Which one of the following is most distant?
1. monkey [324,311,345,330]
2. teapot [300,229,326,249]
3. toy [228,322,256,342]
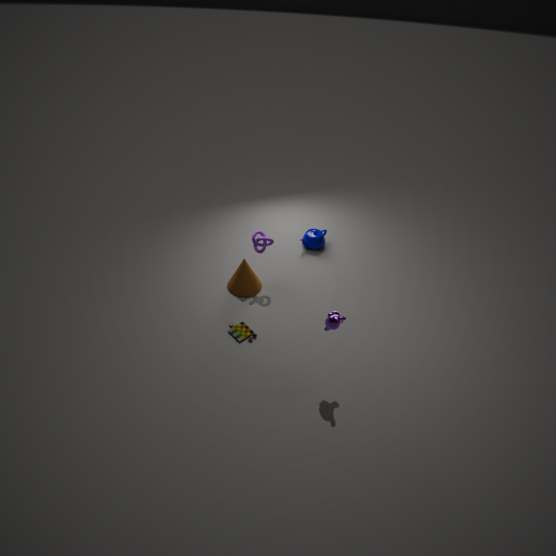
teapot [300,229,326,249]
